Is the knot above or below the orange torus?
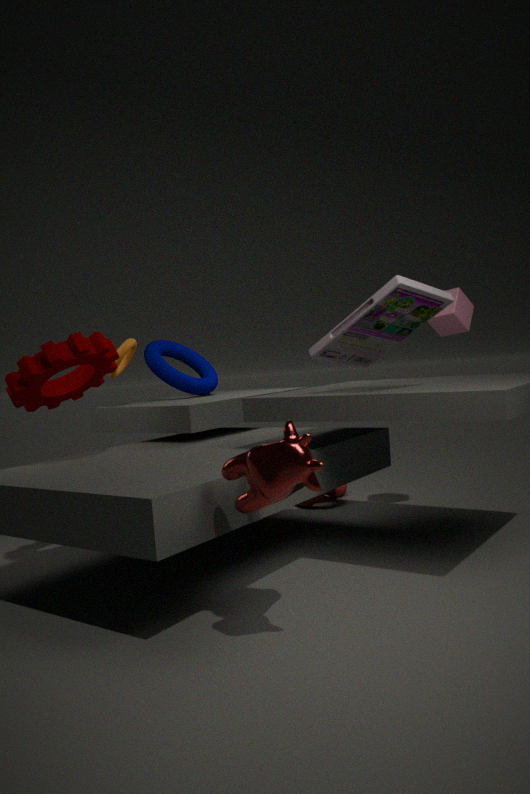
below
